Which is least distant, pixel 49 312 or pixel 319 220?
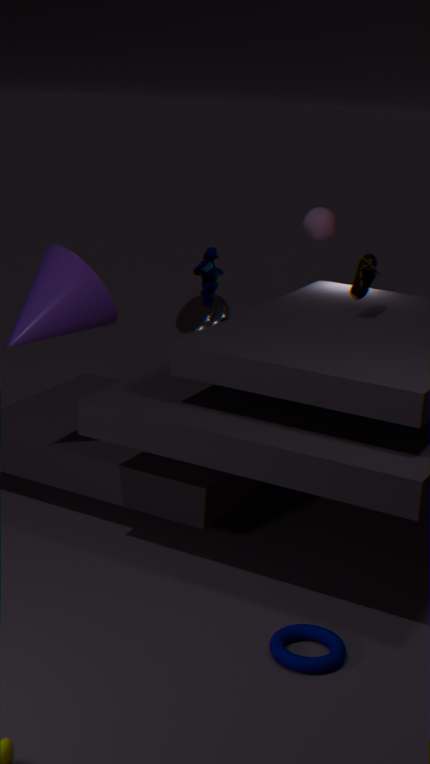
pixel 49 312
